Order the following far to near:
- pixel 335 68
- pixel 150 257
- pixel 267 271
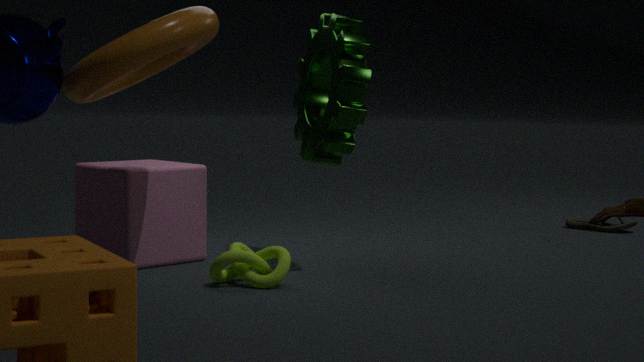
pixel 150 257
pixel 335 68
pixel 267 271
